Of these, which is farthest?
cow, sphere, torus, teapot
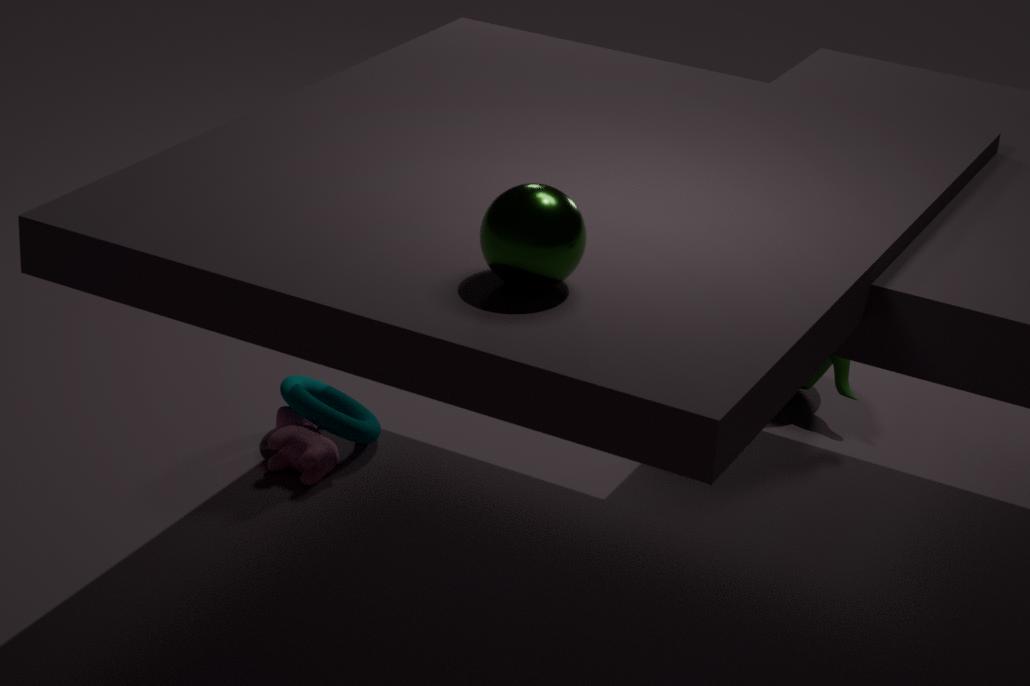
teapot
